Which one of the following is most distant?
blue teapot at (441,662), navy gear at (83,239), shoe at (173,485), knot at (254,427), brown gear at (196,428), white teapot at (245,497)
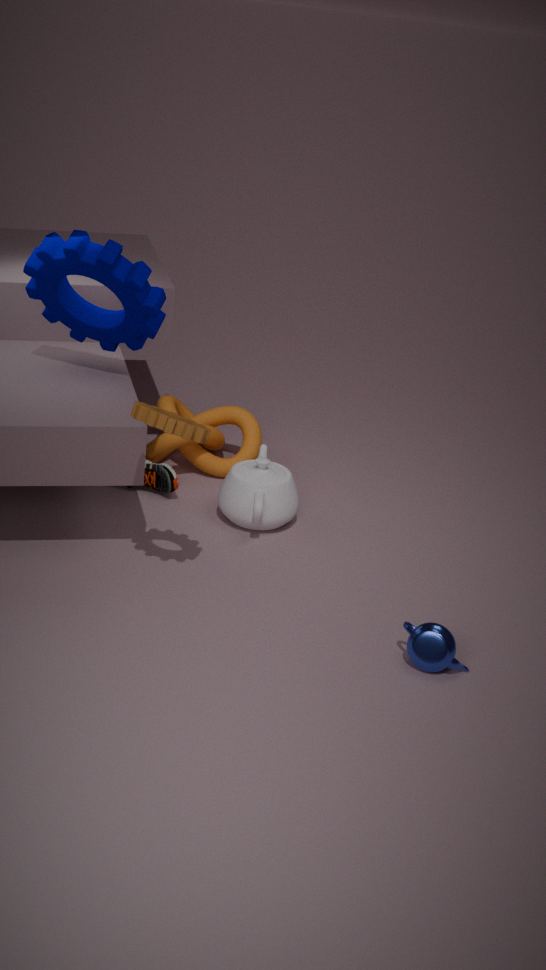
knot at (254,427)
